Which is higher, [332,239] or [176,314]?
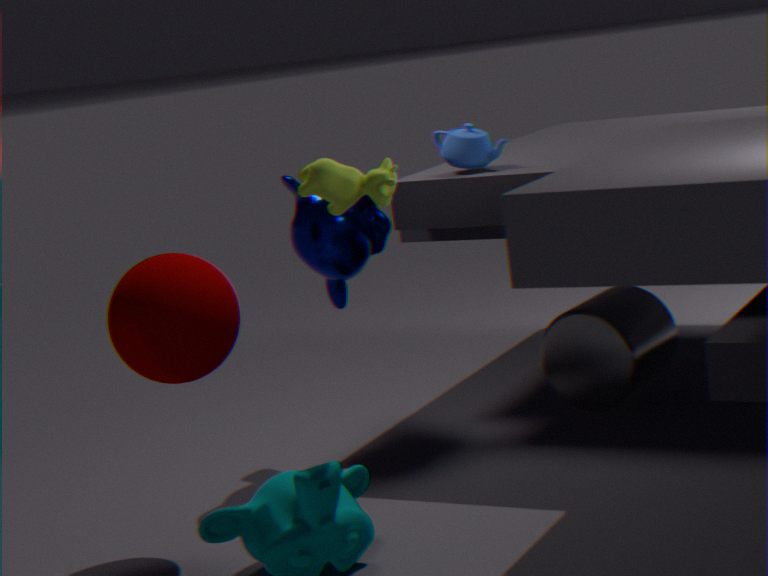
[332,239]
